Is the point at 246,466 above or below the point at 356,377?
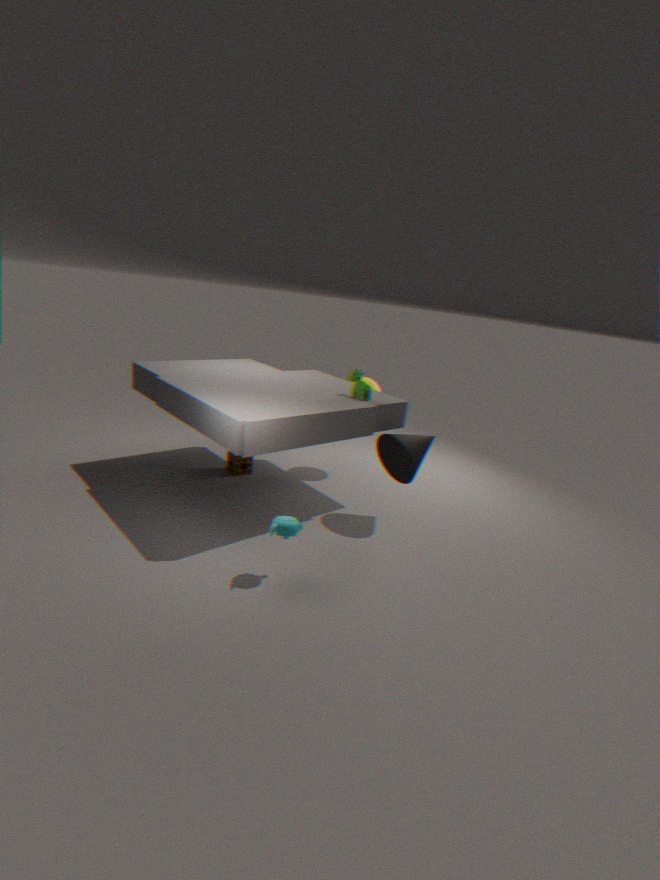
below
